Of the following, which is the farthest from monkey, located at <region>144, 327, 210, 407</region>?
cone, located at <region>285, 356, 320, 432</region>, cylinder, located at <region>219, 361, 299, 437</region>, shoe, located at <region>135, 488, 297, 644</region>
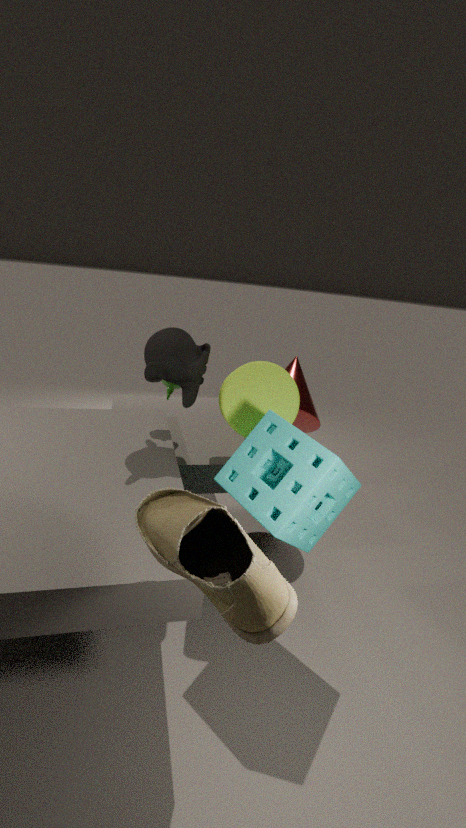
shoe, located at <region>135, 488, 297, 644</region>
